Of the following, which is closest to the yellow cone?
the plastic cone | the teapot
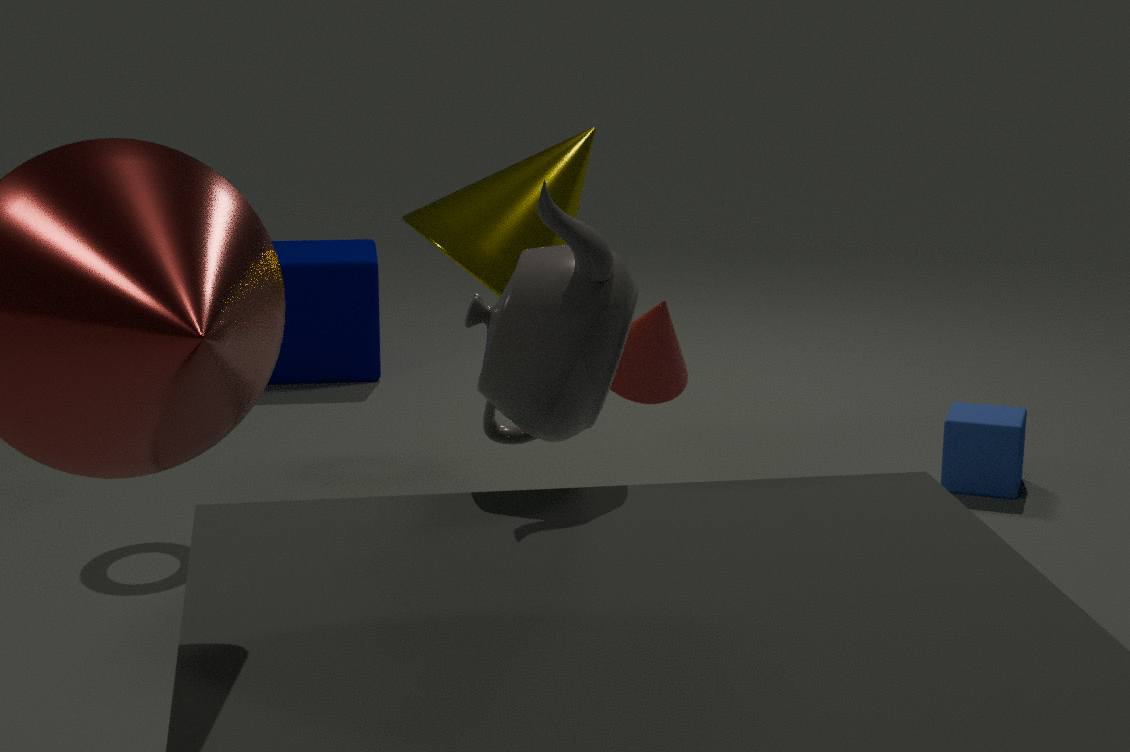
the plastic cone
